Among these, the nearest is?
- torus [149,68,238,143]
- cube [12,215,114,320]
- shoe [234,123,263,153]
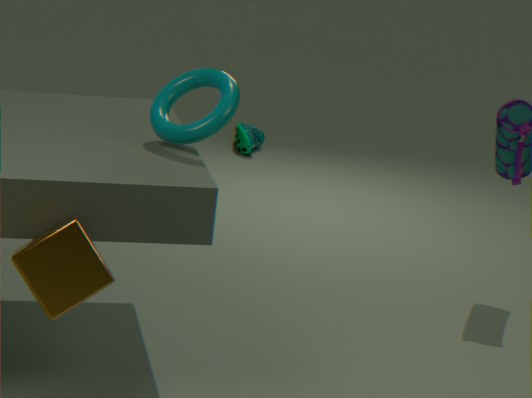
cube [12,215,114,320]
